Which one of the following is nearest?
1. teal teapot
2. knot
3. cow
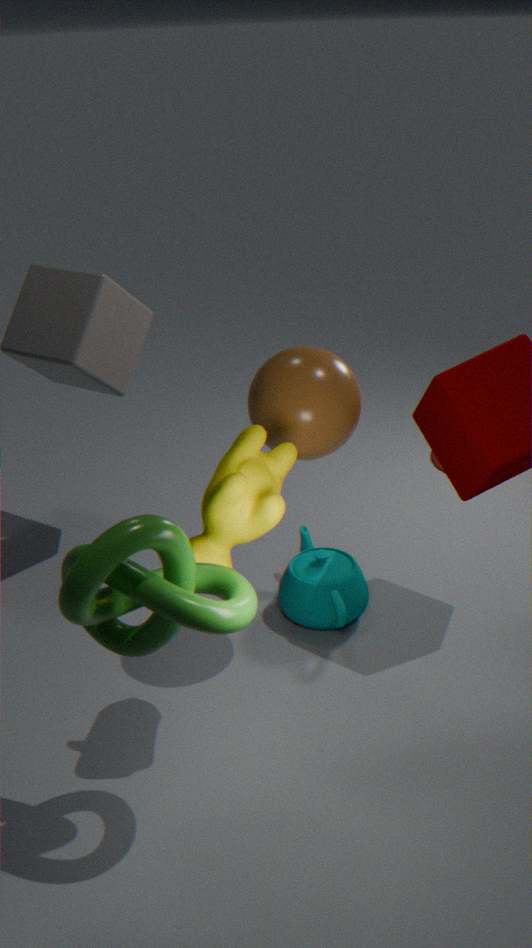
knot
